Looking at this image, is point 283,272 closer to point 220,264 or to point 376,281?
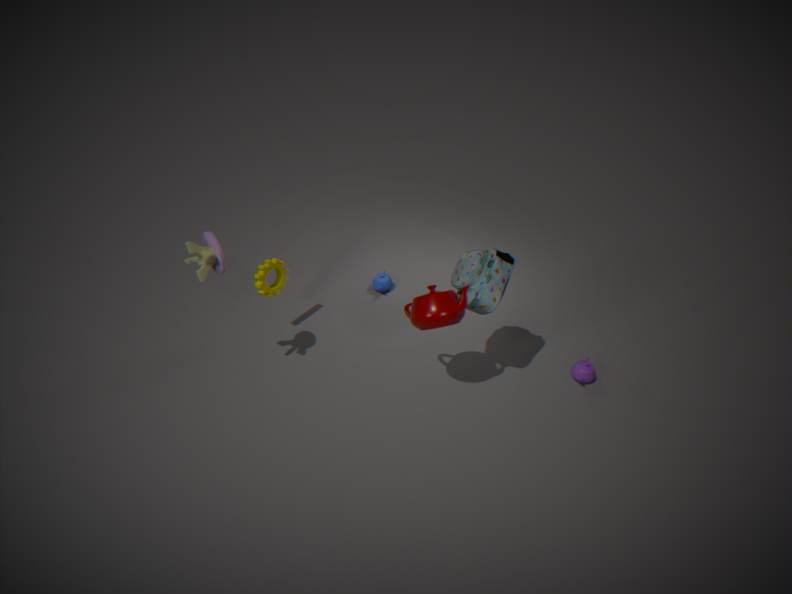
point 220,264
